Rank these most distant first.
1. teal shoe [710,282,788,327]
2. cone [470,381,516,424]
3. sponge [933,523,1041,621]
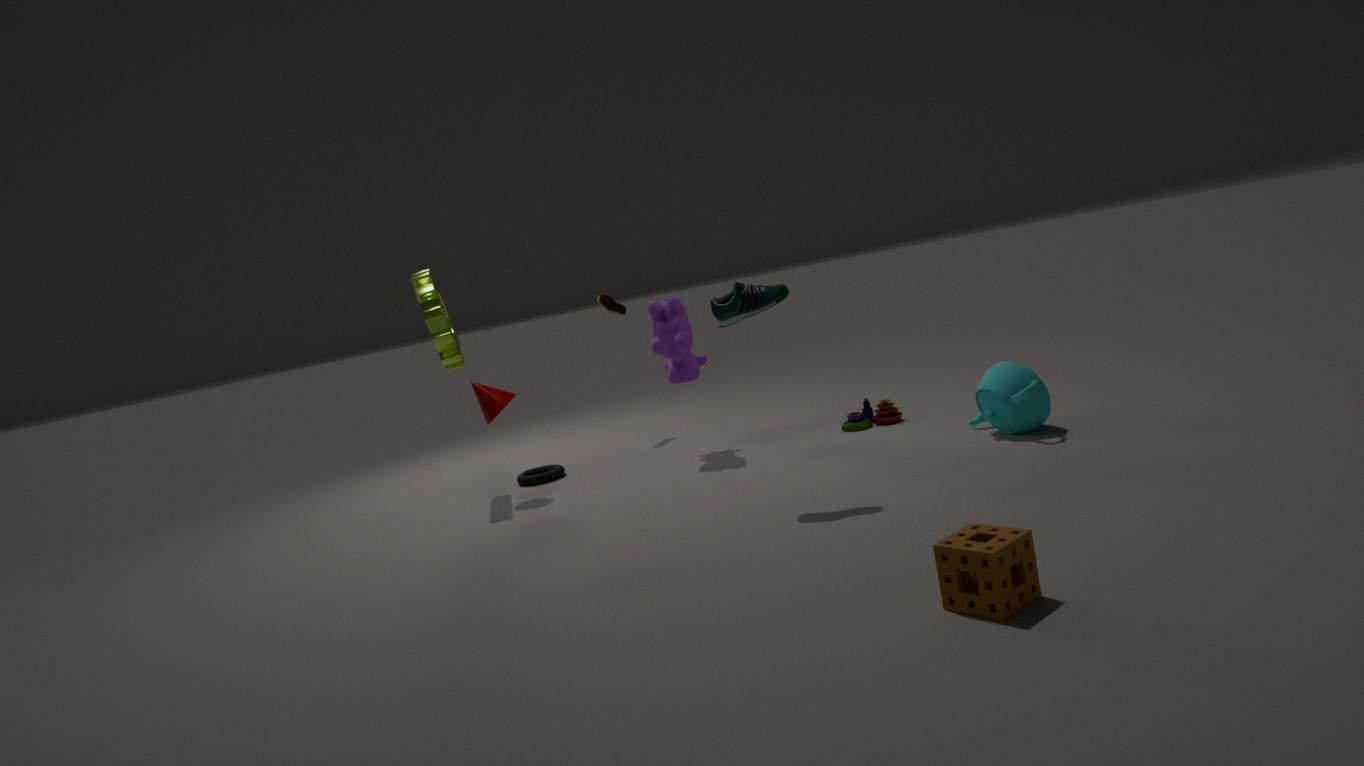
cone [470,381,516,424]
teal shoe [710,282,788,327]
sponge [933,523,1041,621]
